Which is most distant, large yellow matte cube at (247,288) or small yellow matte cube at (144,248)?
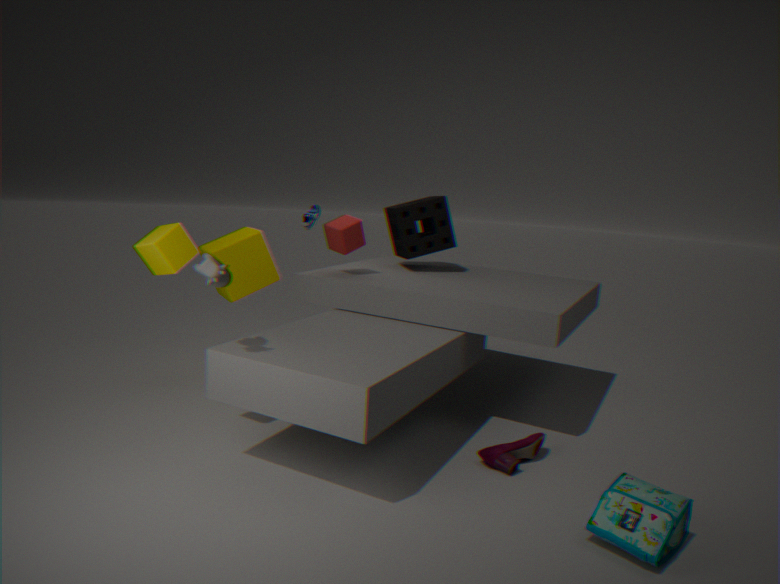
large yellow matte cube at (247,288)
